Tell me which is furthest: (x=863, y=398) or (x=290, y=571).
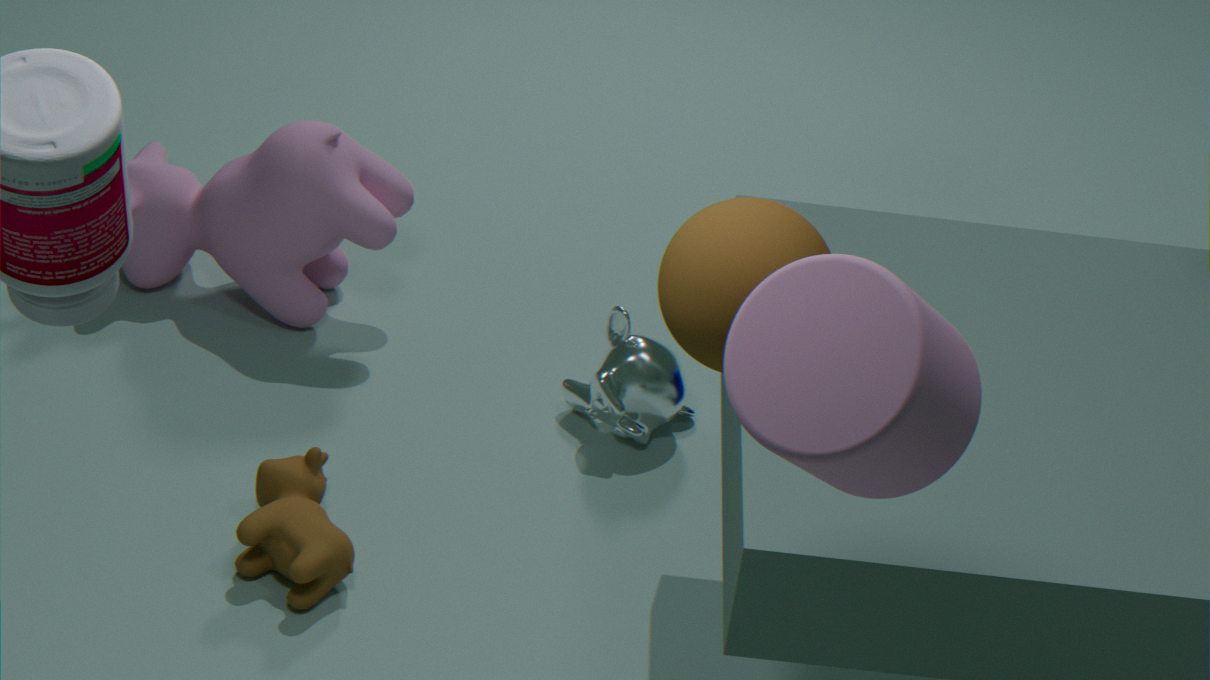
(x=290, y=571)
